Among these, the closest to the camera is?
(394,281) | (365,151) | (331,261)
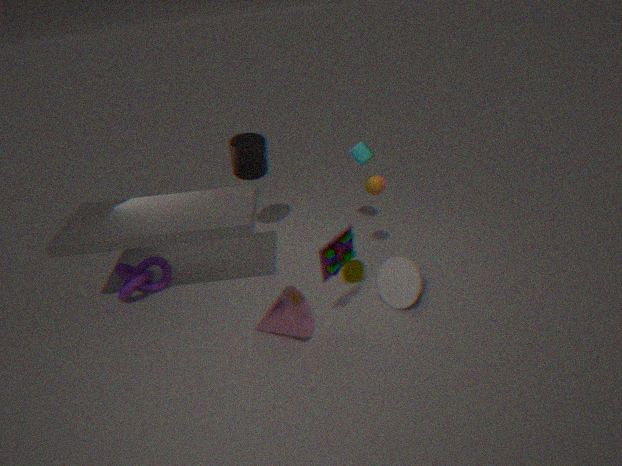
(331,261)
